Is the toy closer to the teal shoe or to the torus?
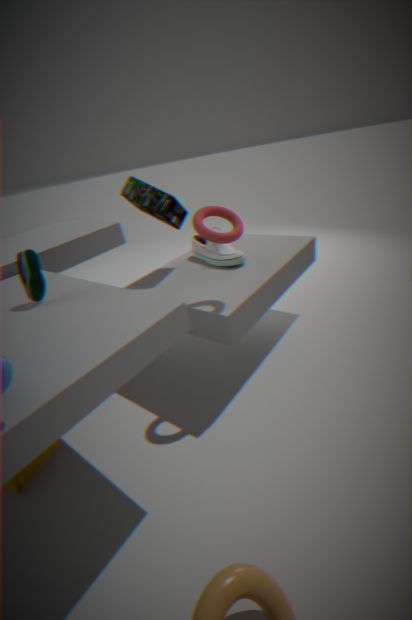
the teal shoe
